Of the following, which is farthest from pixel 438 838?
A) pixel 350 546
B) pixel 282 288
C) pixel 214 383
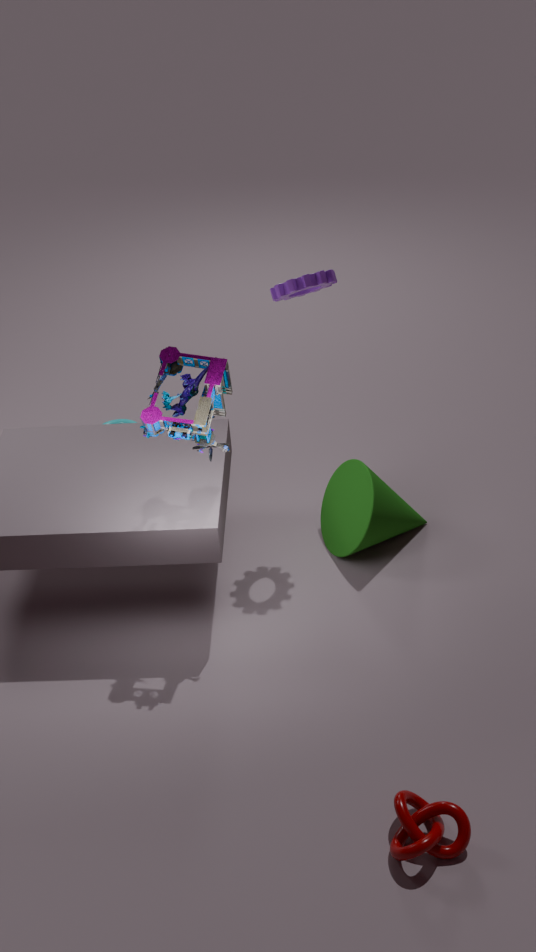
pixel 282 288
